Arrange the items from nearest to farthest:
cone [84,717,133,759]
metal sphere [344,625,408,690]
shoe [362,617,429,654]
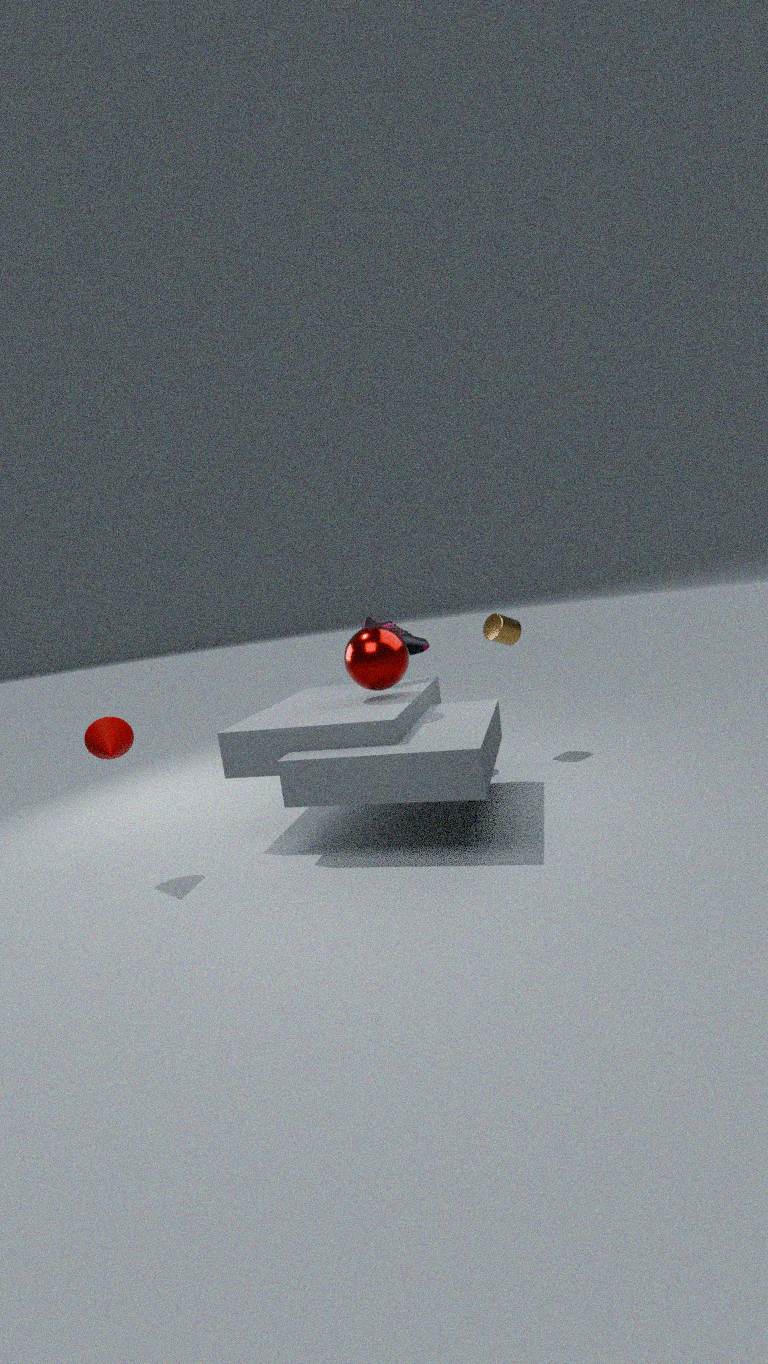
cone [84,717,133,759]
metal sphere [344,625,408,690]
shoe [362,617,429,654]
